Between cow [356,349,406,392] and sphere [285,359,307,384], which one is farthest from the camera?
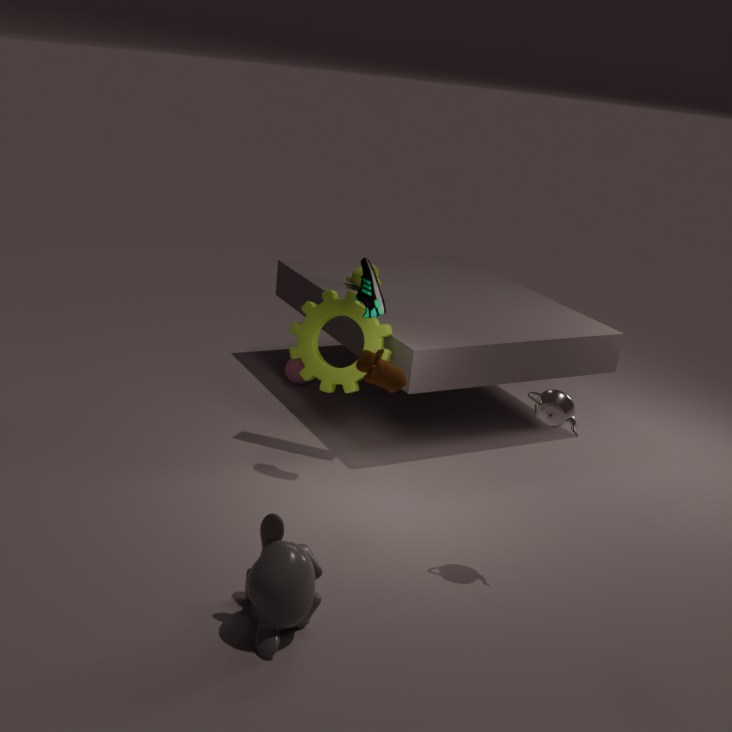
sphere [285,359,307,384]
